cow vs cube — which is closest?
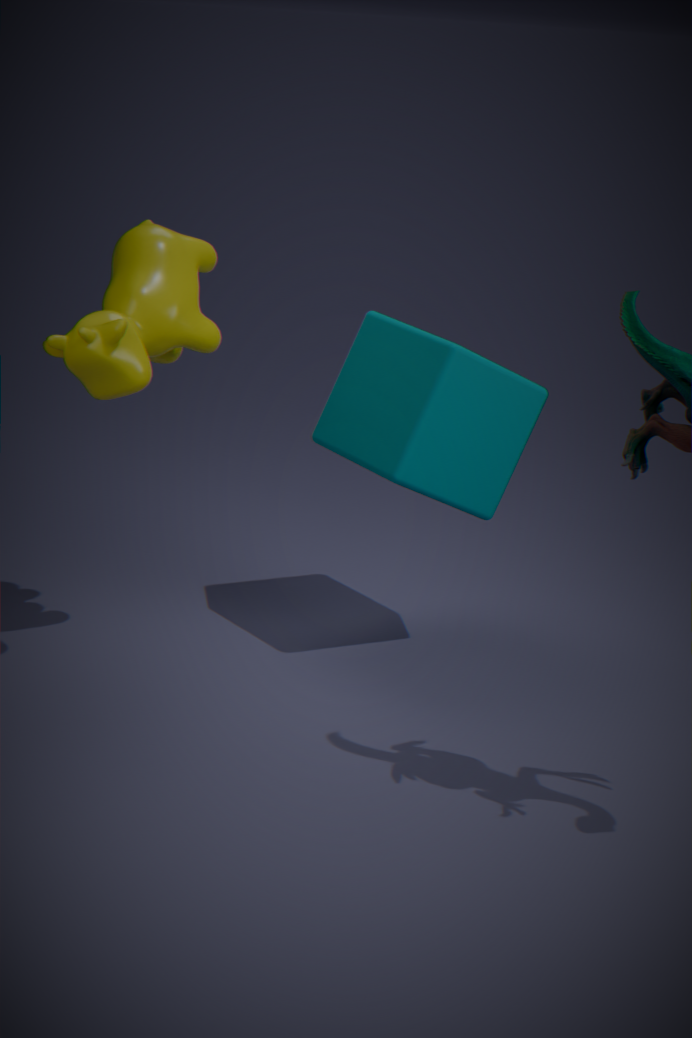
cow
